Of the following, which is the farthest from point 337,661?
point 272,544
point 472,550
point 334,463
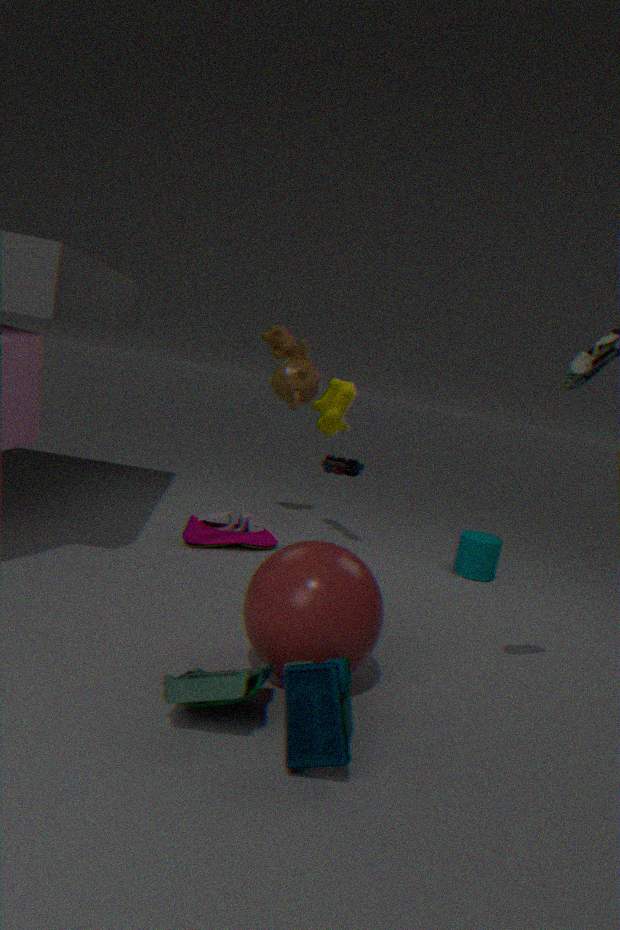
point 334,463
